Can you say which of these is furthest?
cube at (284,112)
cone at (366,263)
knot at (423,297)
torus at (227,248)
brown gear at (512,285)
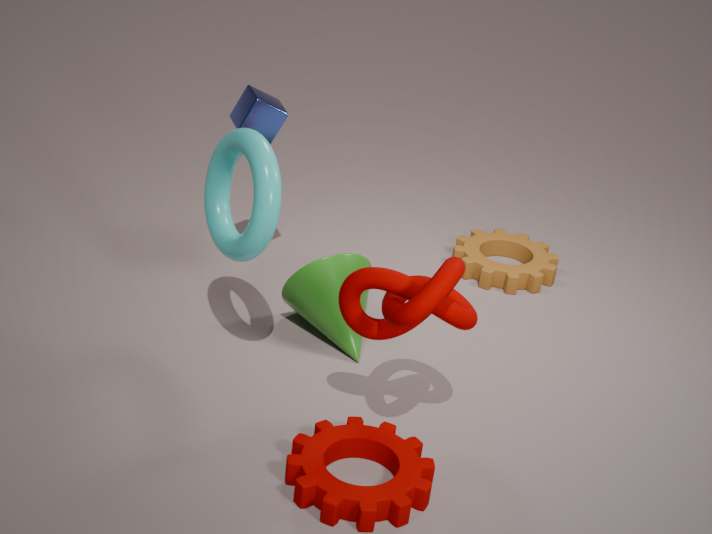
brown gear at (512,285)
